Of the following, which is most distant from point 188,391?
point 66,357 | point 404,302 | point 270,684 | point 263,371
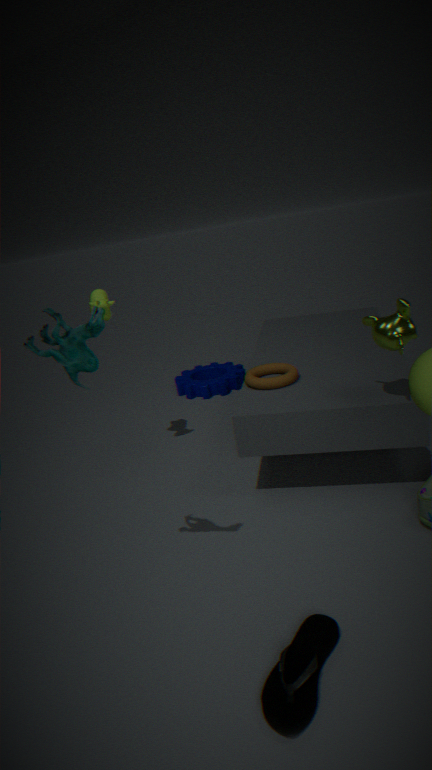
point 270,684
